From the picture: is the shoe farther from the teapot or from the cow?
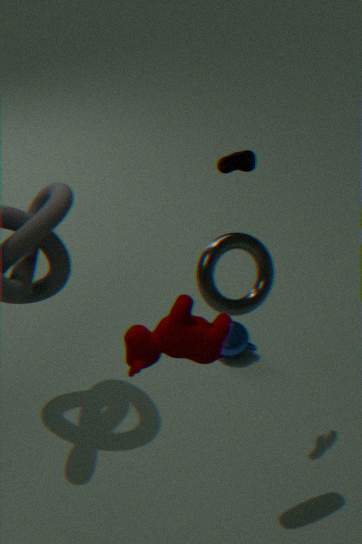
the teapot
